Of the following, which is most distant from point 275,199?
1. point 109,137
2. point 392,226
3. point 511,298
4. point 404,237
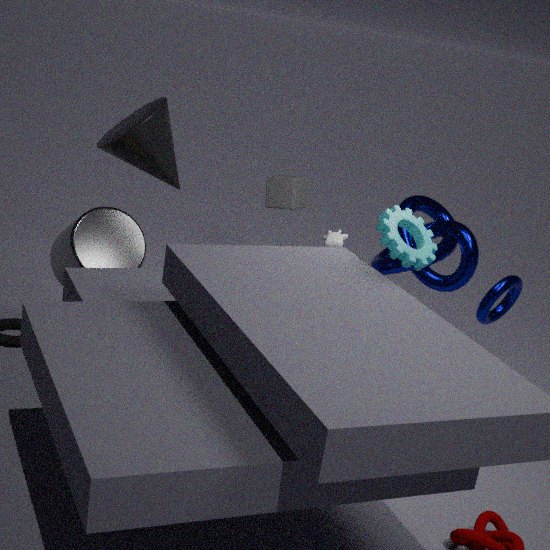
point 392,226
